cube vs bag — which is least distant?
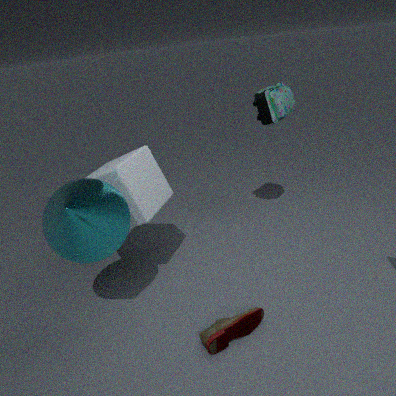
cube
